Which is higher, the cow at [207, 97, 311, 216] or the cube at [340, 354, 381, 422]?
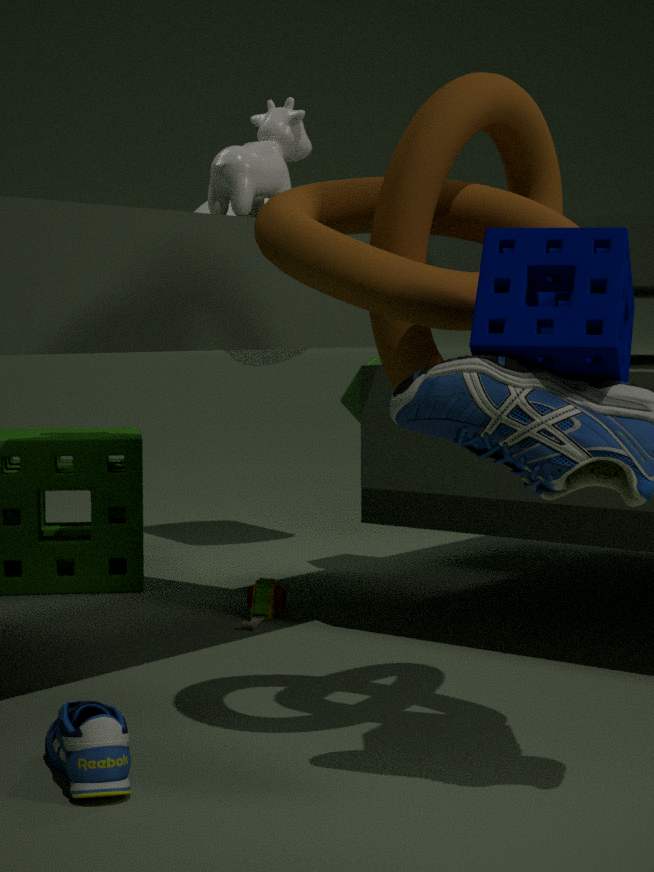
the cow at [207, 97, 311, 216]
